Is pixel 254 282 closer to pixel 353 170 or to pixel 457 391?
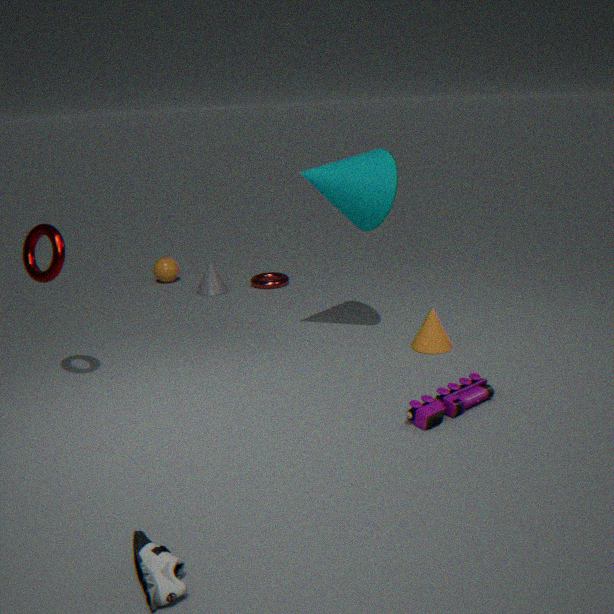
pixel 353 170
